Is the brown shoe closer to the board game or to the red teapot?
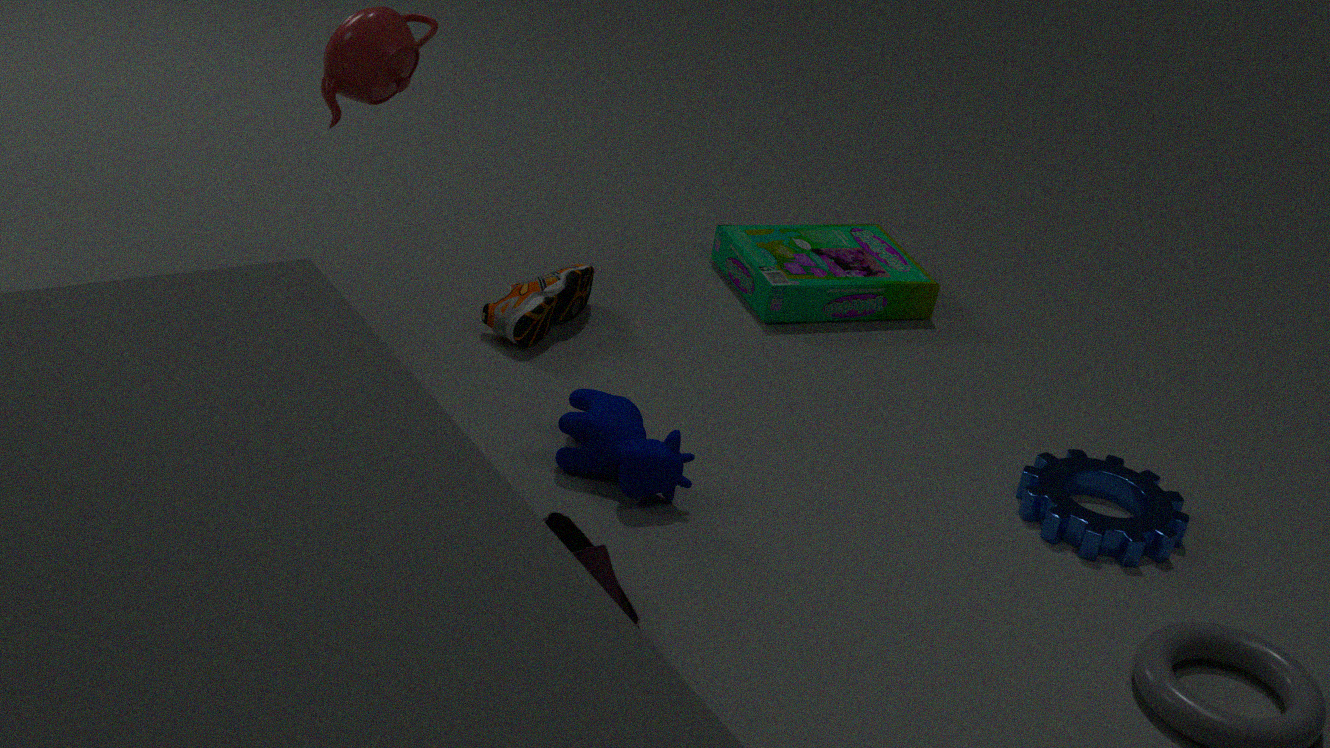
the board game
